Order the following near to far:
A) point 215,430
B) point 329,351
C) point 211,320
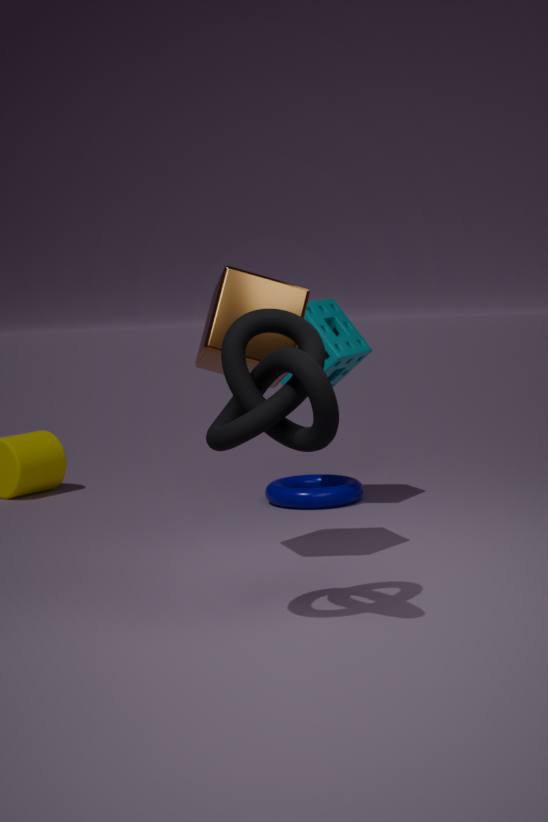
point 215,430
point 211,320
point 329,351
